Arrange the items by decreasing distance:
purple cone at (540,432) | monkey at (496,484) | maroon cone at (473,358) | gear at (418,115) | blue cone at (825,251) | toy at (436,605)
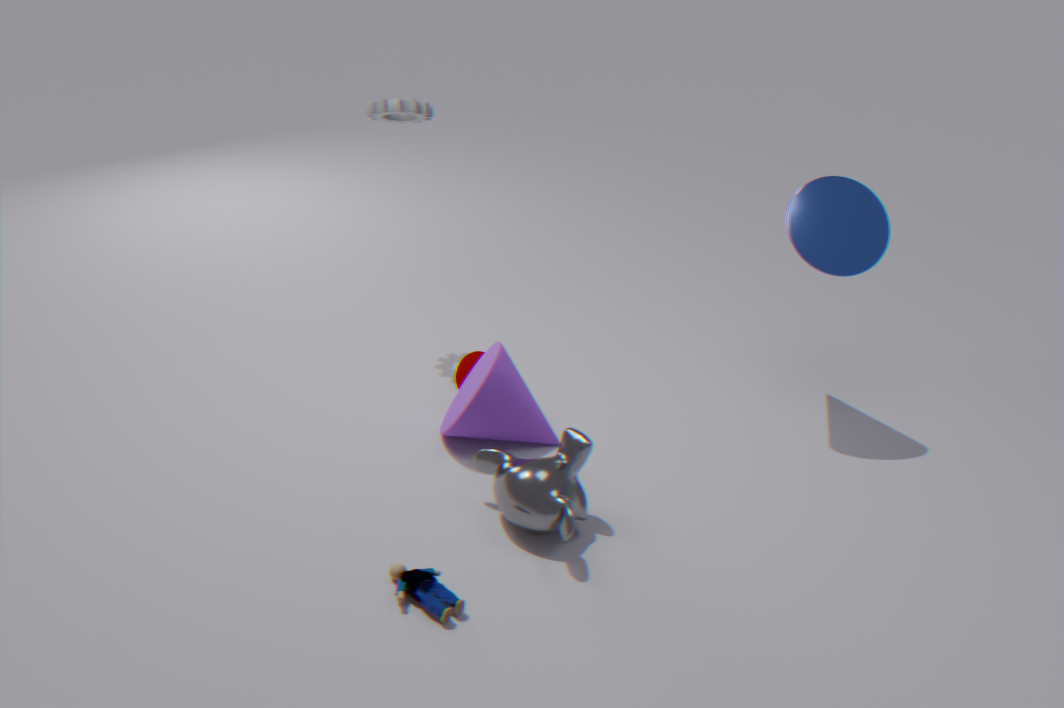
maroon cone at (473,358) < gear at (418,115) < blue cone at (825,251) < purple cone at (540,432) < monkey at (496,484) < toy at (436,605)
